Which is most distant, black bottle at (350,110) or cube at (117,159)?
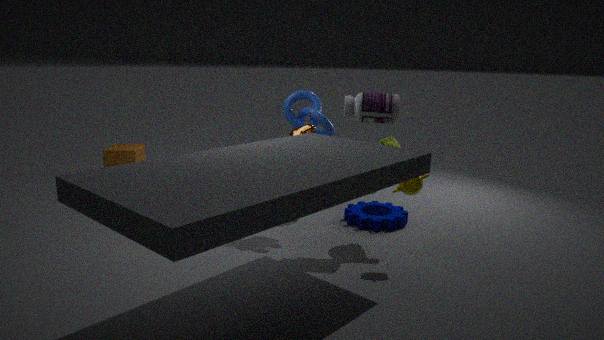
cube at (117,159)
